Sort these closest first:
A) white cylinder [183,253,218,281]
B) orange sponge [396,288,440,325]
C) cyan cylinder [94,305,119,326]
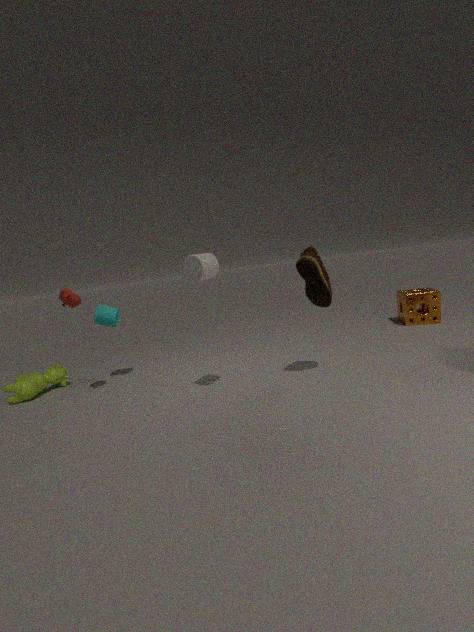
1. white cylinder [183,253,218,281]
2. cyan cylinder [94,305,119,326]
3. orange sponge [396,288,440,325]
